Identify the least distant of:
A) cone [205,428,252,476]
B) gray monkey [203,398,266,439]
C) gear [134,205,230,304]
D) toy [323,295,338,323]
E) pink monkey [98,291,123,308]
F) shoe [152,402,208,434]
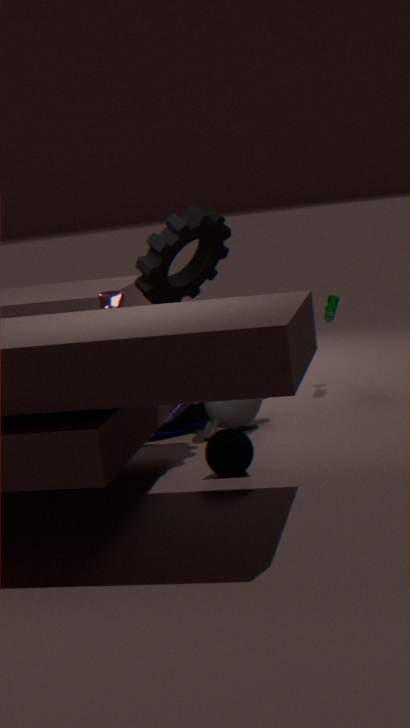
cone [205,428,252,476]
